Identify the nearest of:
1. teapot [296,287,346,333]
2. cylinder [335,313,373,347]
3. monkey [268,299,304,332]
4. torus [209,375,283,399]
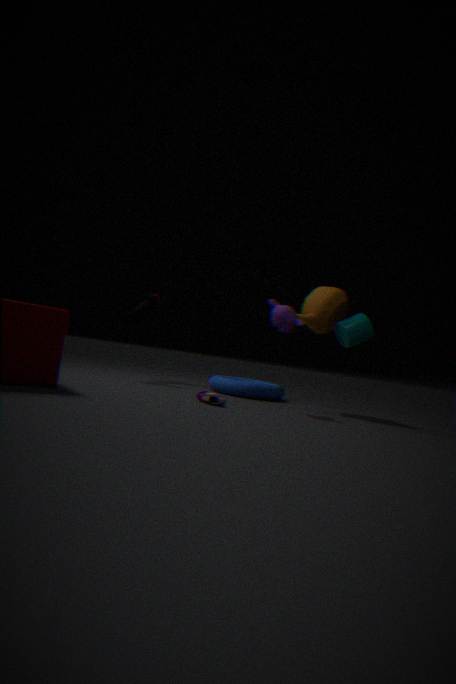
monkey [268,299,304,332]
